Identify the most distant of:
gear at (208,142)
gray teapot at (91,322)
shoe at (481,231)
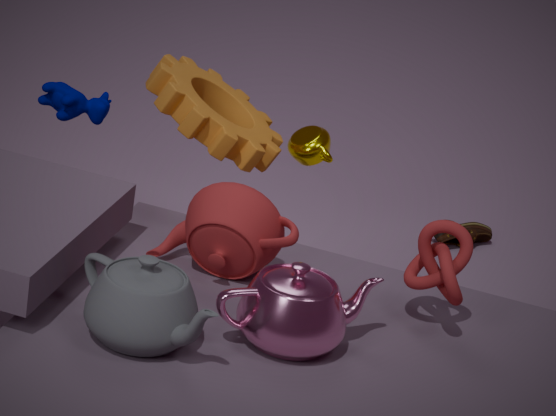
shoe at (481,231)
